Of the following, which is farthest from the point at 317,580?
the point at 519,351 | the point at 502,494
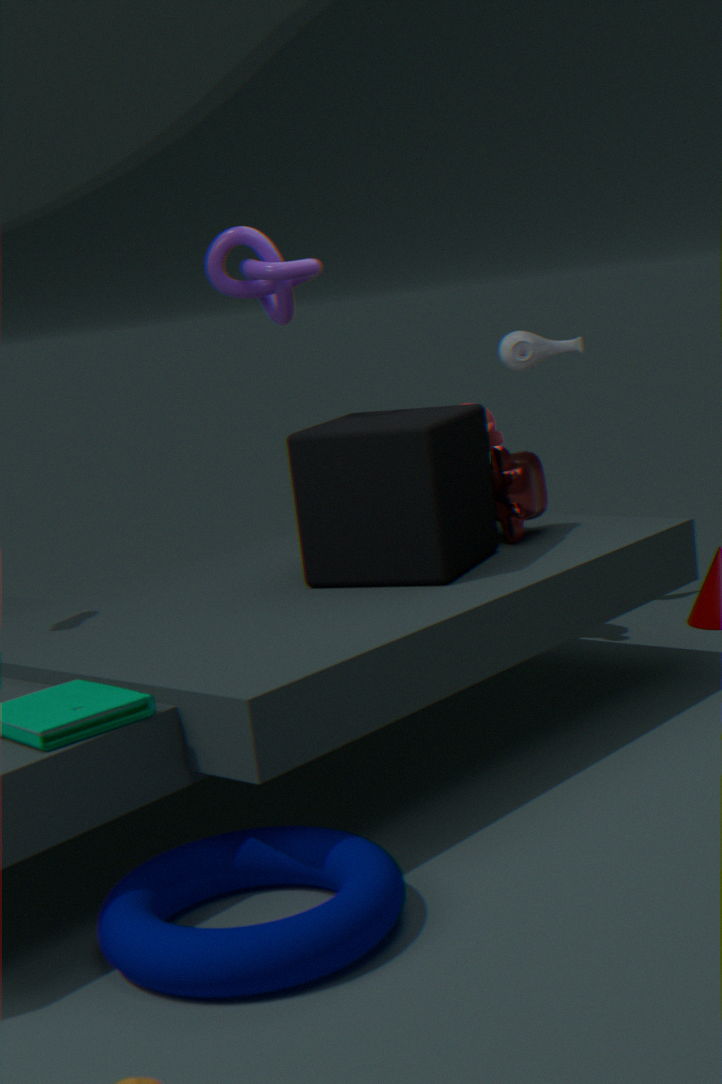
the point at 519,351
